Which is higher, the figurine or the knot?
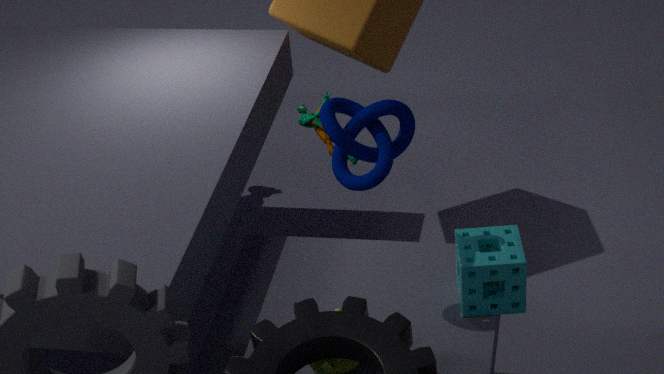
the knot
